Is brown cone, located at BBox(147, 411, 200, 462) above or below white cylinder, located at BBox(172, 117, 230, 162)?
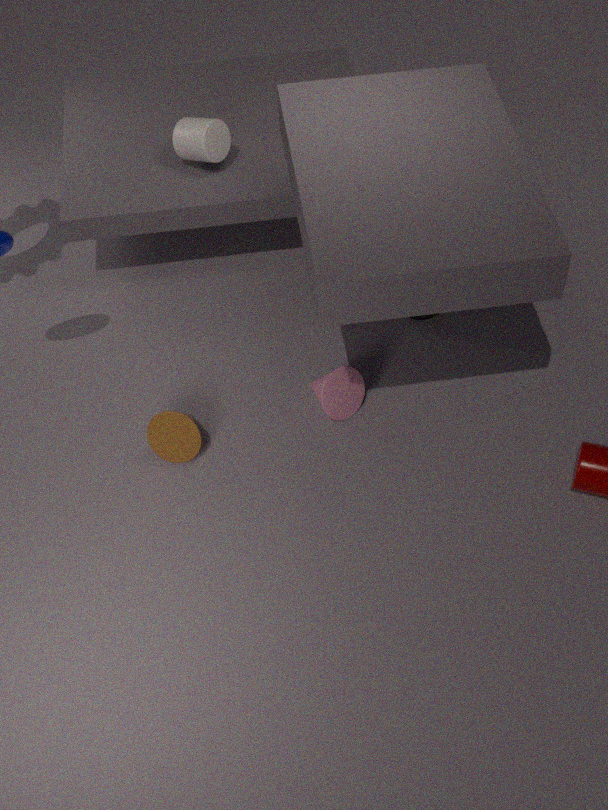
below
